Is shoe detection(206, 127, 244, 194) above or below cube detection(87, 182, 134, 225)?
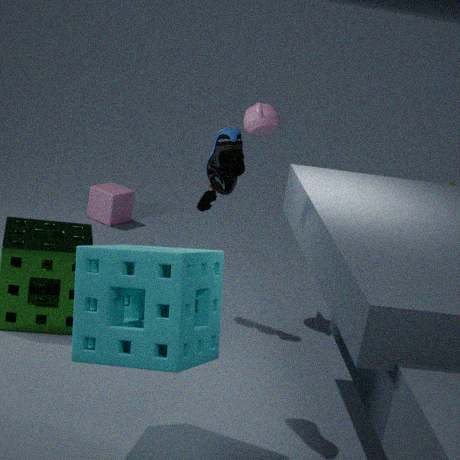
above
